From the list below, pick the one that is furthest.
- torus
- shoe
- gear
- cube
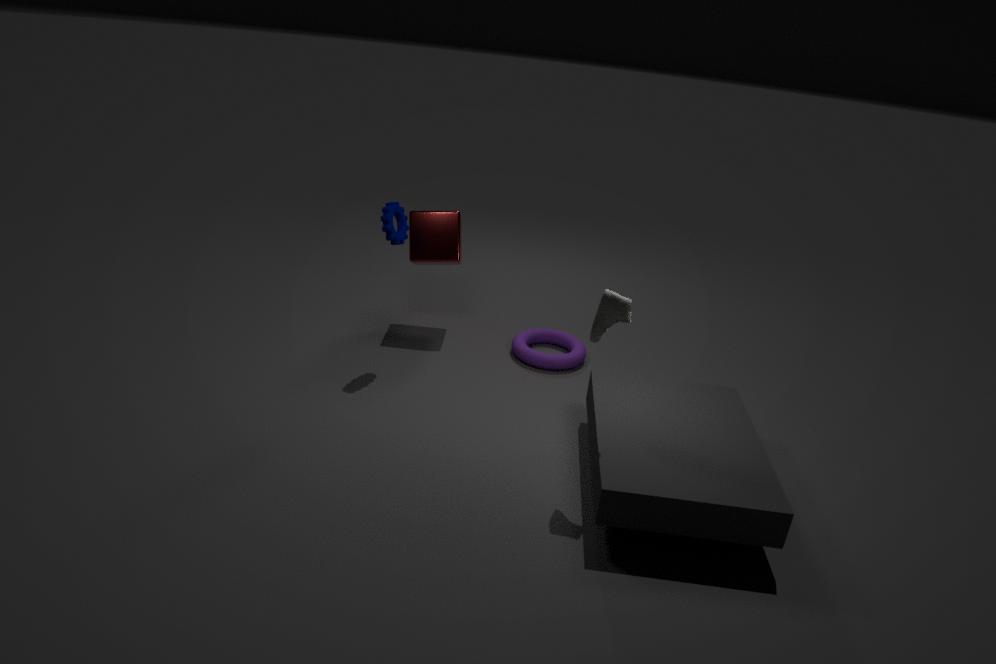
cube
